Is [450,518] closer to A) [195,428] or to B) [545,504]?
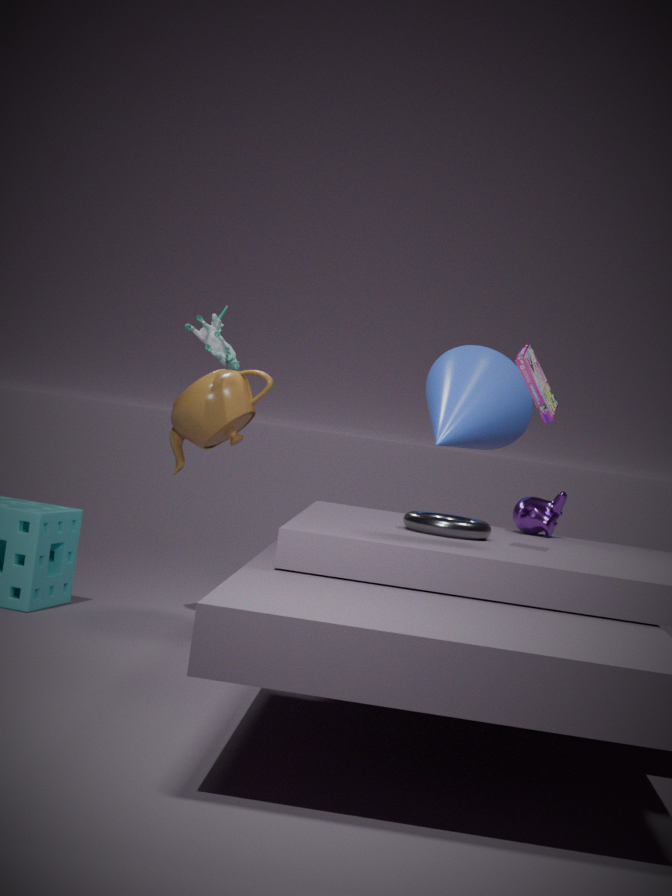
B) [545,504]
